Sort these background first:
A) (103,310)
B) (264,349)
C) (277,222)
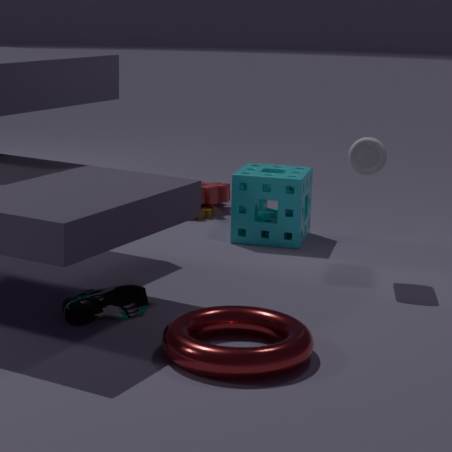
(277,222)
(103,310)
(264,349)
